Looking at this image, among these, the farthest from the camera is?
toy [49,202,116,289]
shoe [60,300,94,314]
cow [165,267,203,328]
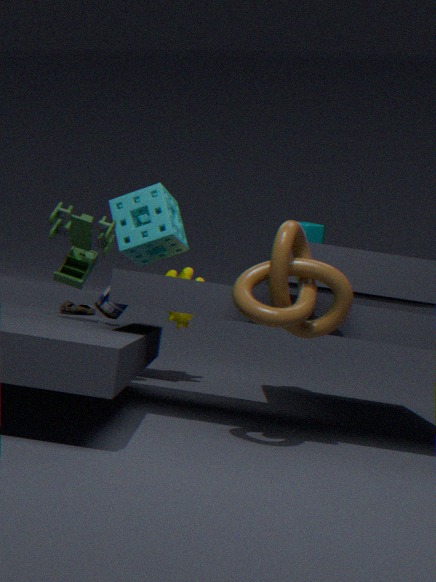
cow [165,267,203,328]
